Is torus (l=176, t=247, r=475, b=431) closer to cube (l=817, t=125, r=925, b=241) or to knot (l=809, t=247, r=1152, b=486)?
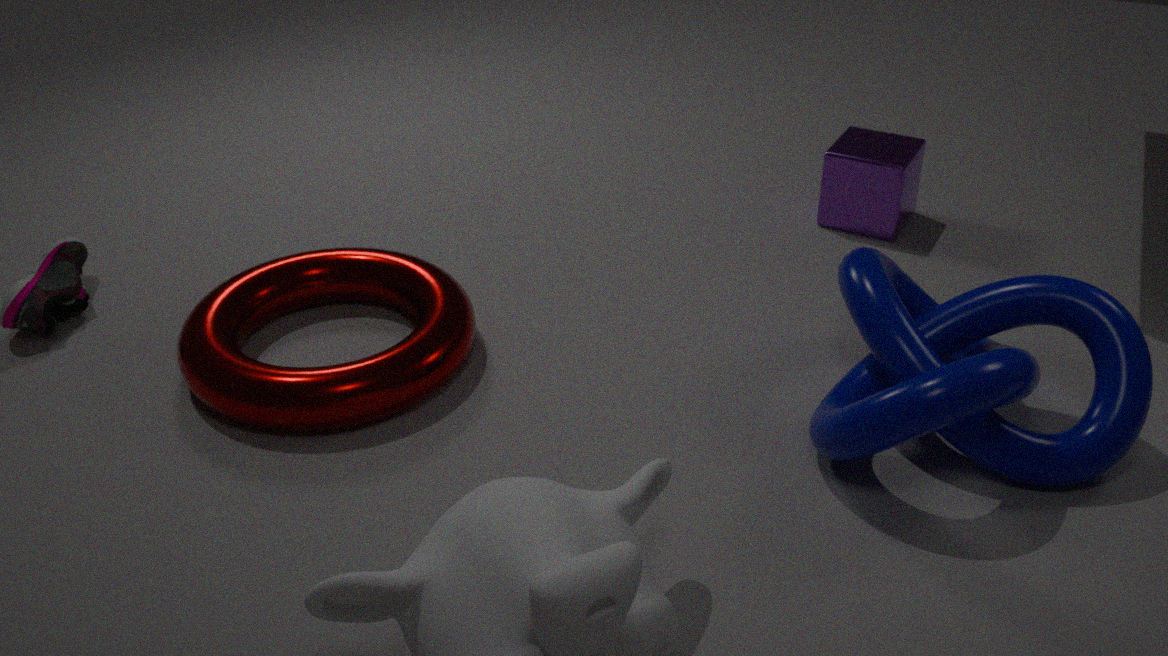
knot (l=809, t=247, r=1152, b=486)
